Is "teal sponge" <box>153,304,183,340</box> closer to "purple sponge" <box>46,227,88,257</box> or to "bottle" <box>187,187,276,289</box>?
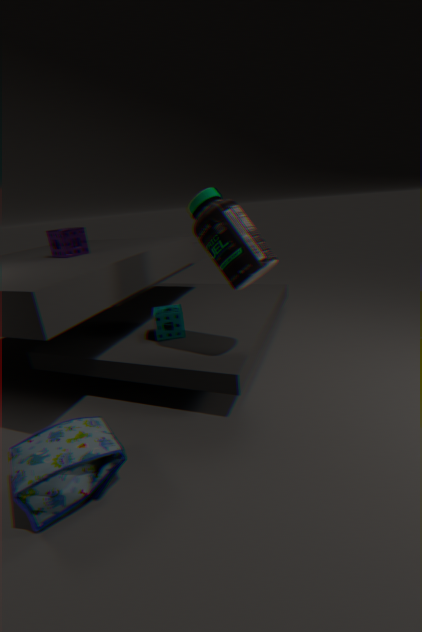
"bottle" <box>187,187,276,289</box>
